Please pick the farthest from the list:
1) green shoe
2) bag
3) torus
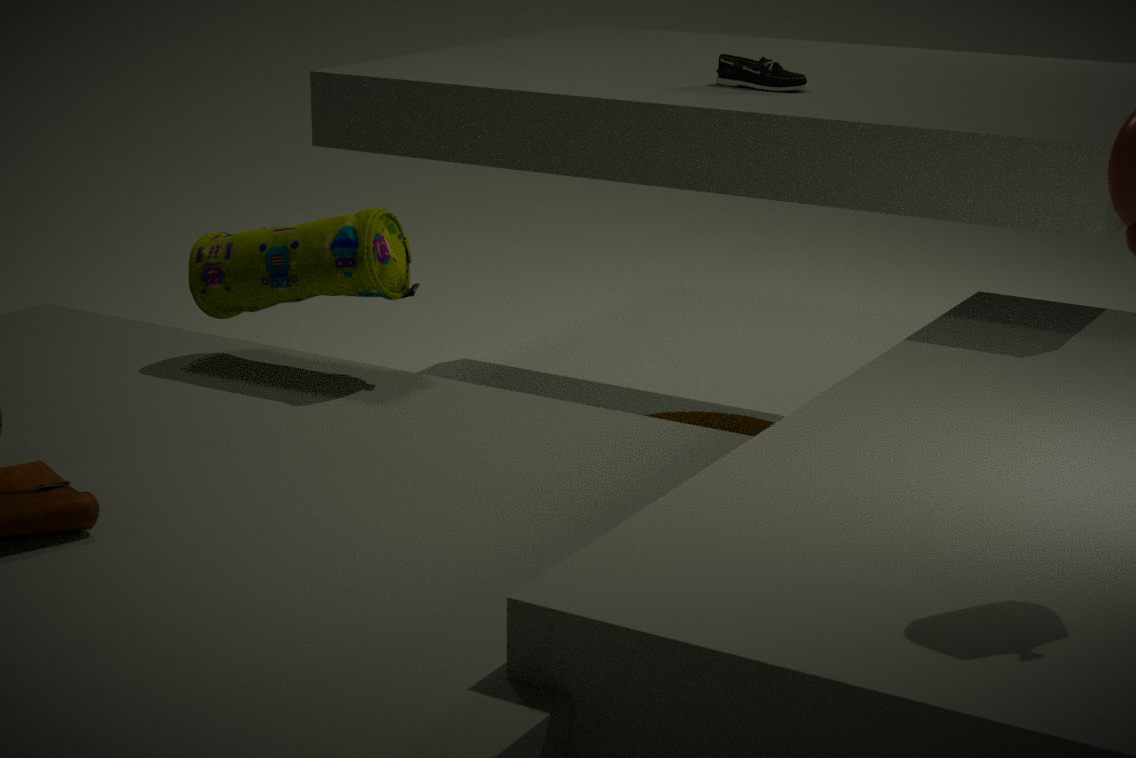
3. torus
